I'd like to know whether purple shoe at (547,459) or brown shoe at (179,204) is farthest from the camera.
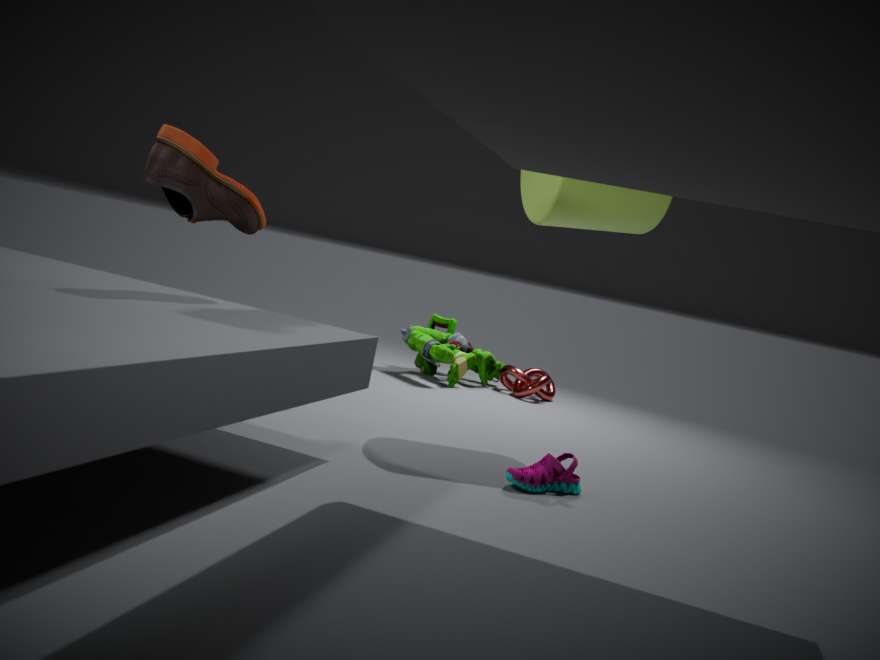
purple shoe at (547,459)
